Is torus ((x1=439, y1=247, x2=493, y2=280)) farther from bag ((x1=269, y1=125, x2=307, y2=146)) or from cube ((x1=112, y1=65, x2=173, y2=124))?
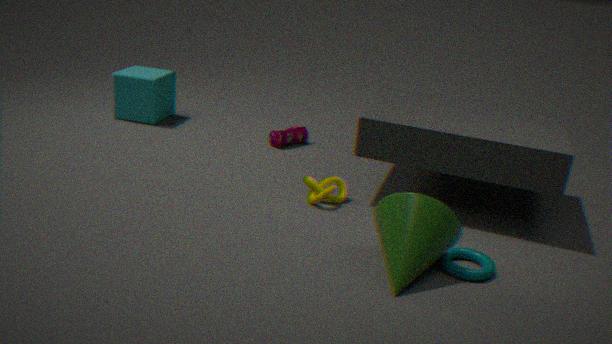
cube ((x1=112, y1=65, x2=173, y2=124))
